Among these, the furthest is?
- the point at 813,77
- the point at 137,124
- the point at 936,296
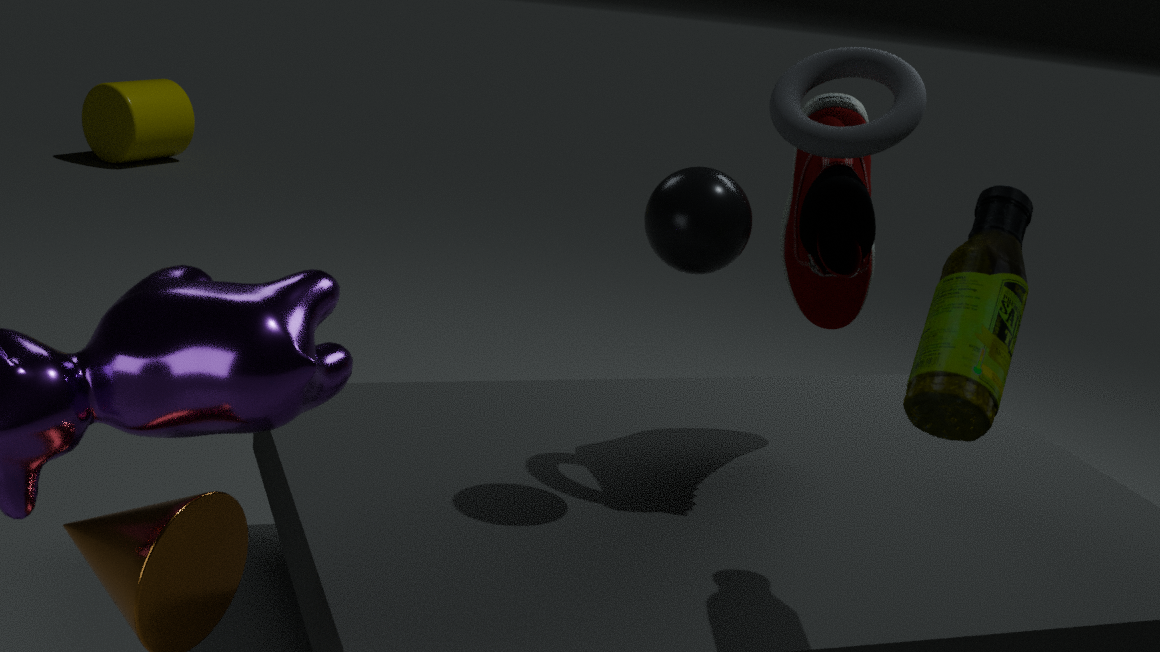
the point at 137,124
